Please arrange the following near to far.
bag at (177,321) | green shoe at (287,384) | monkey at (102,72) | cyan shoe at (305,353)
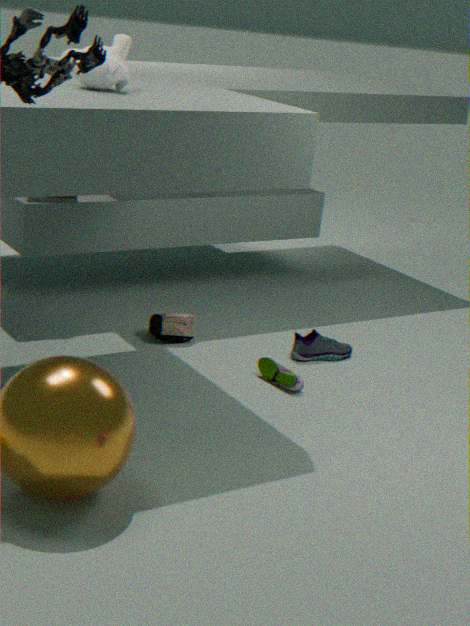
monkey at (102,72)
green shoe at (287,384)
cyan shoe at (305,353)
bag at (177,321)
